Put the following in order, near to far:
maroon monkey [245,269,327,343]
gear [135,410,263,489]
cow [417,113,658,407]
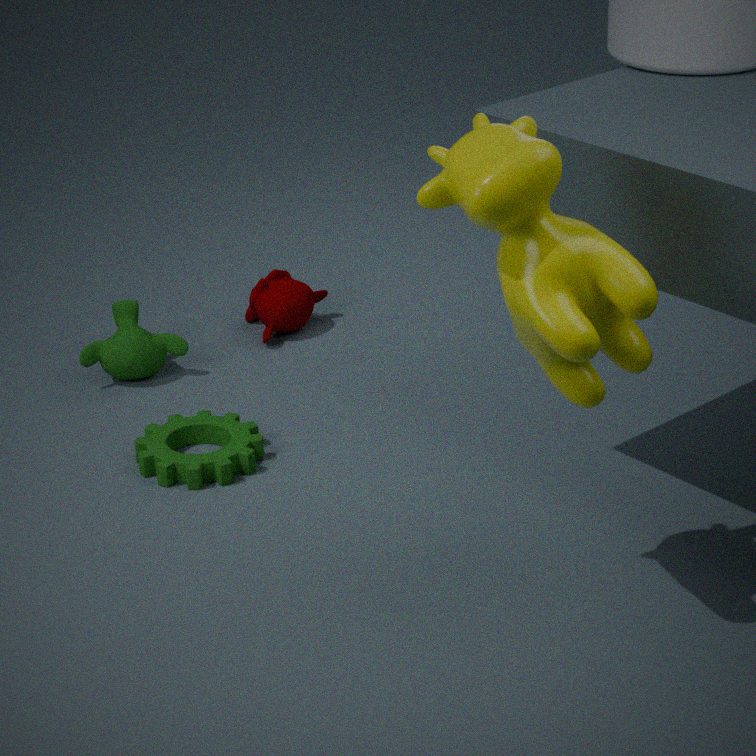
cow [417,113,658,407] → gear [135,410,263,489] → maroon monkey [245,269,327,343]
